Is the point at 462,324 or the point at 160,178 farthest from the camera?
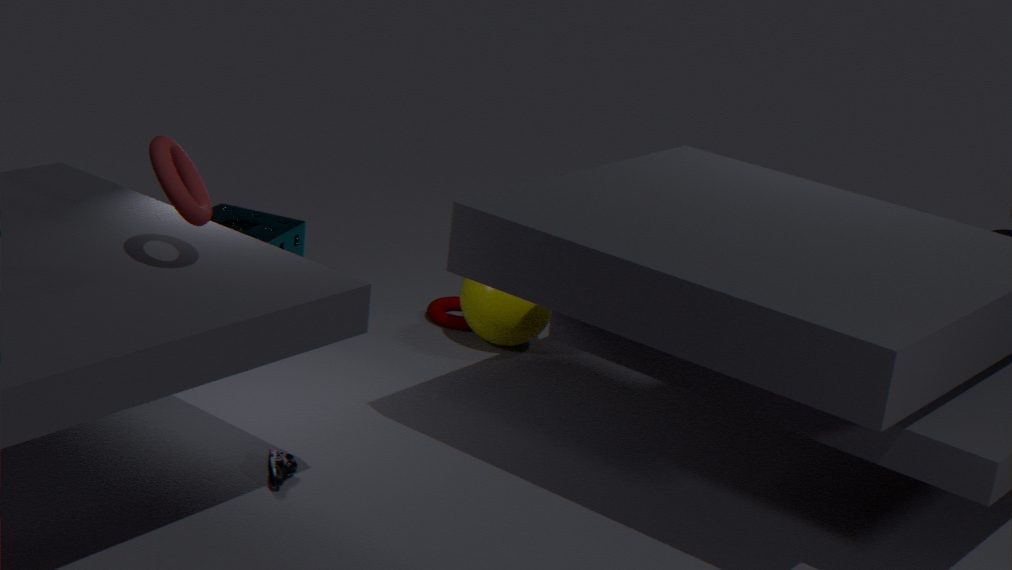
the point at 462,324
